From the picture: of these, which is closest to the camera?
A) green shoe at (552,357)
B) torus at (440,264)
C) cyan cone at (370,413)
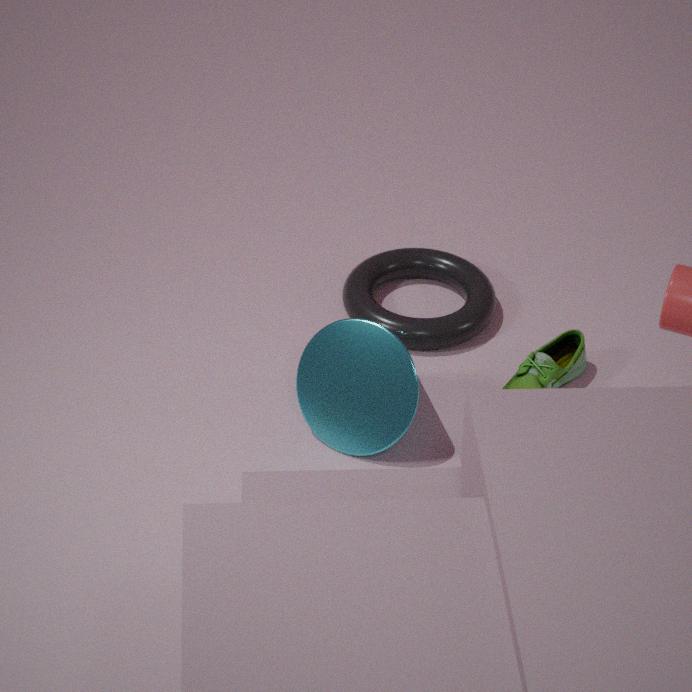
cyan cone at (370,413)
